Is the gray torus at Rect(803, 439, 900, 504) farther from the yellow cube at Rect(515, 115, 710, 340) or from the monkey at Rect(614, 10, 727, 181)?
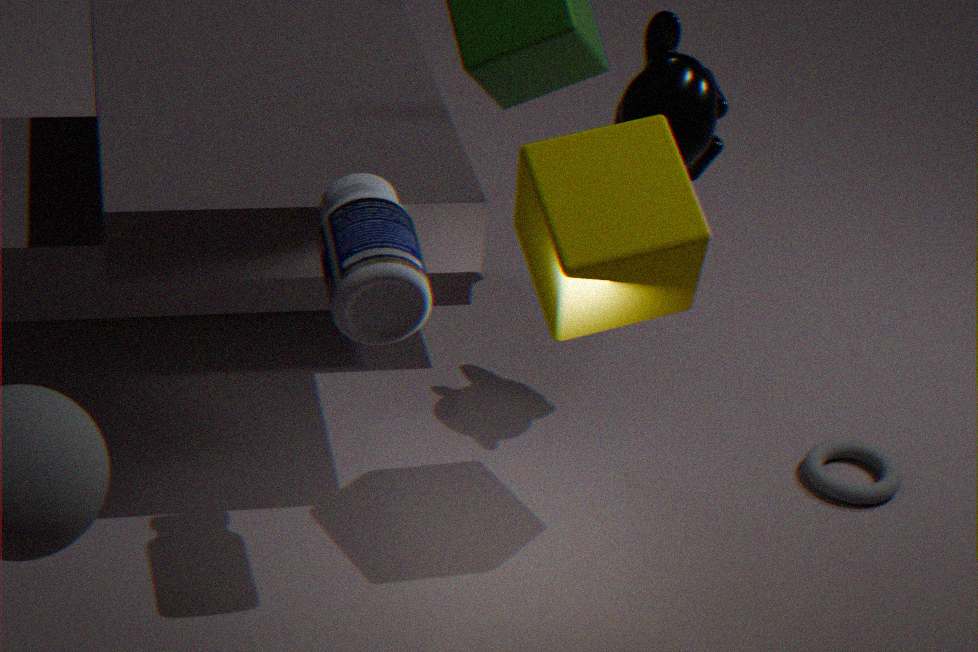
the monkey at Rect(614, 10, 727, 181)
